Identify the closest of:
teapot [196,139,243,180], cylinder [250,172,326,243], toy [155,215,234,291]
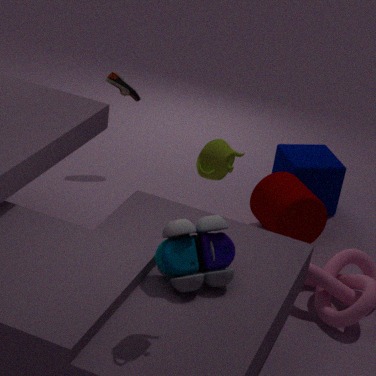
teapot [196,139,243,180]
